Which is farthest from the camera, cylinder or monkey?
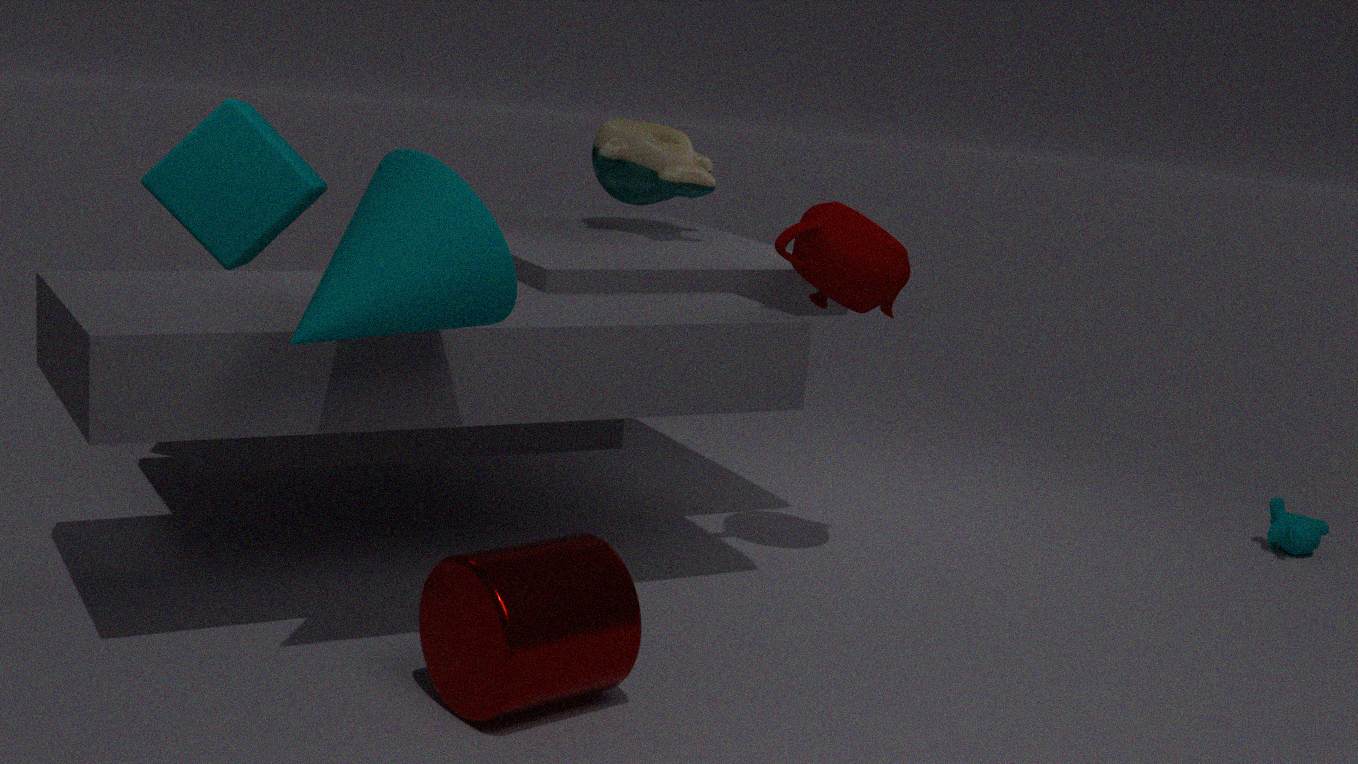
monkey
